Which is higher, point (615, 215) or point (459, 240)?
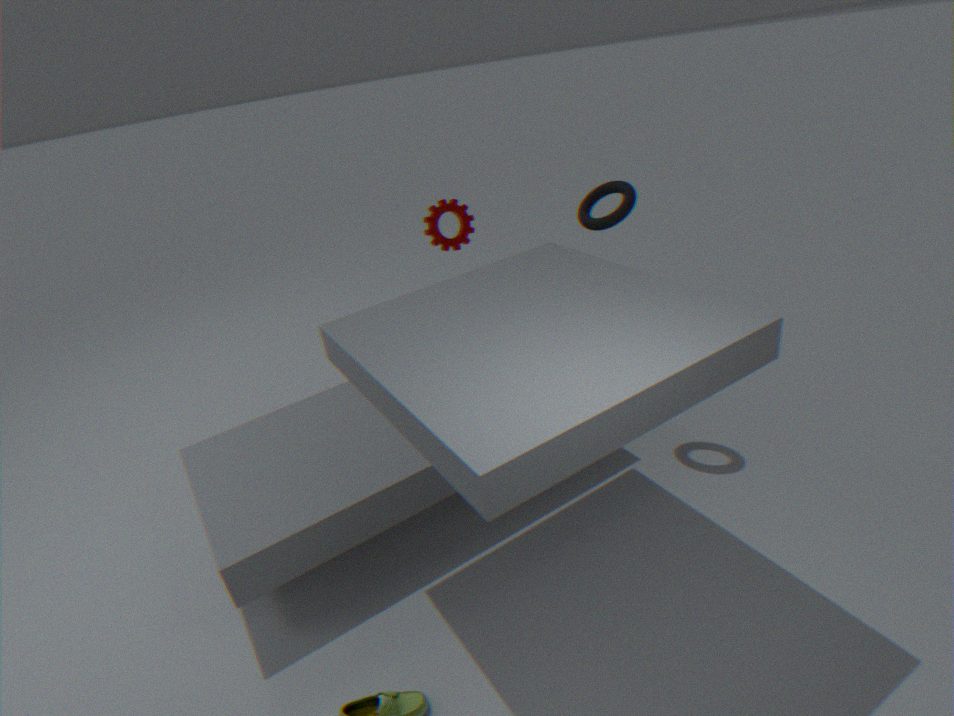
point (615, 215)
